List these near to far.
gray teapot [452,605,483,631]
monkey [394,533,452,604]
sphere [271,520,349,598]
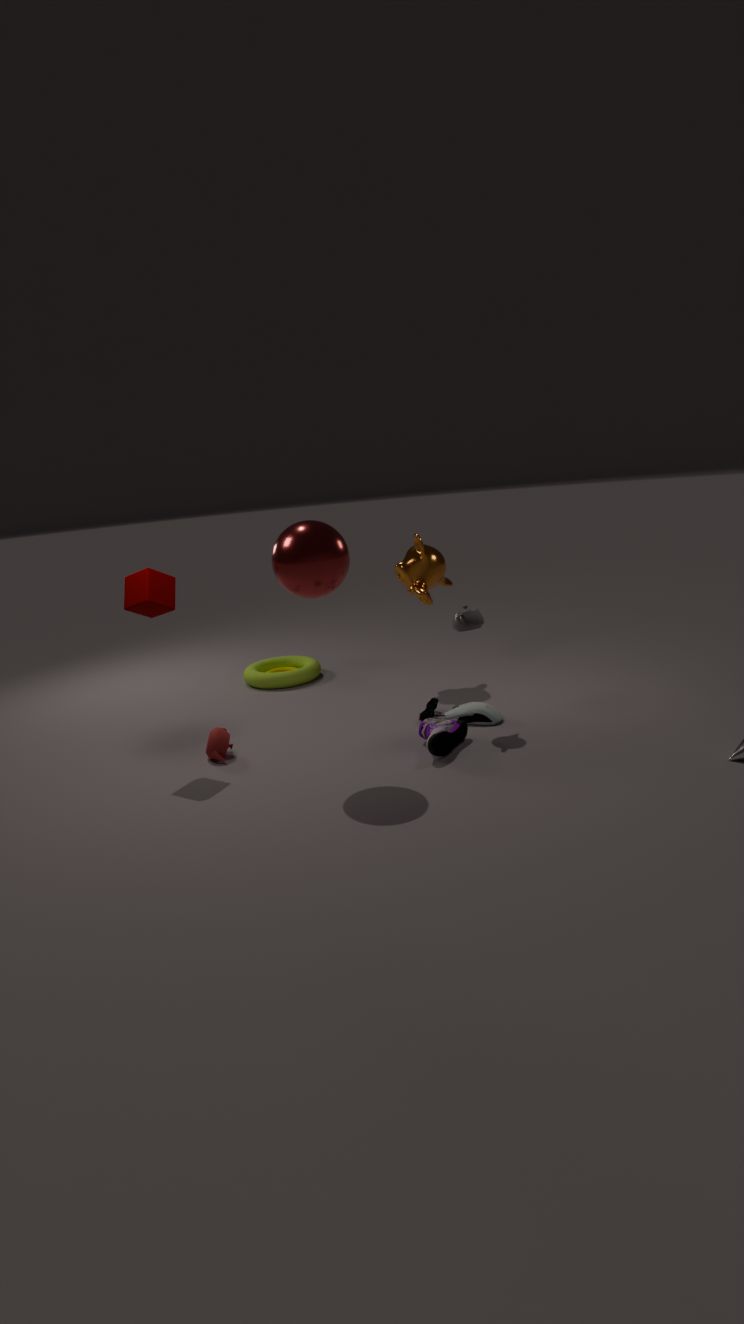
sphere [271,520,349,598] < gray teapot [452,605,483,631] < monkey [394,533,452,604]
